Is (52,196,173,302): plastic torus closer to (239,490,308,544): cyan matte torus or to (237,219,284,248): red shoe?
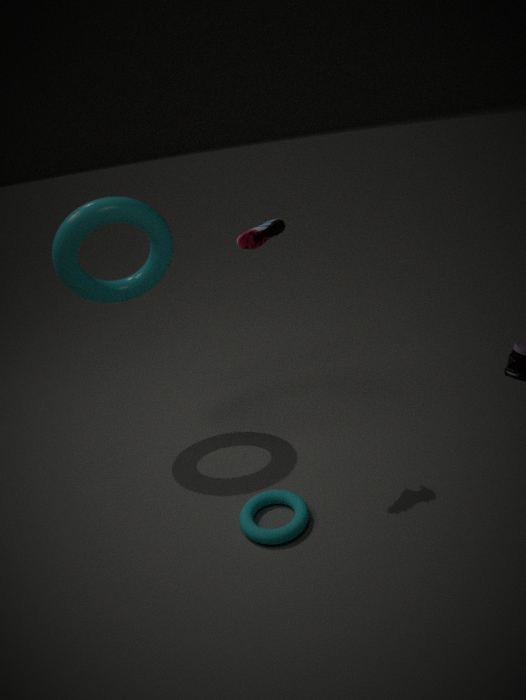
(237,219,284,248): red shoe
